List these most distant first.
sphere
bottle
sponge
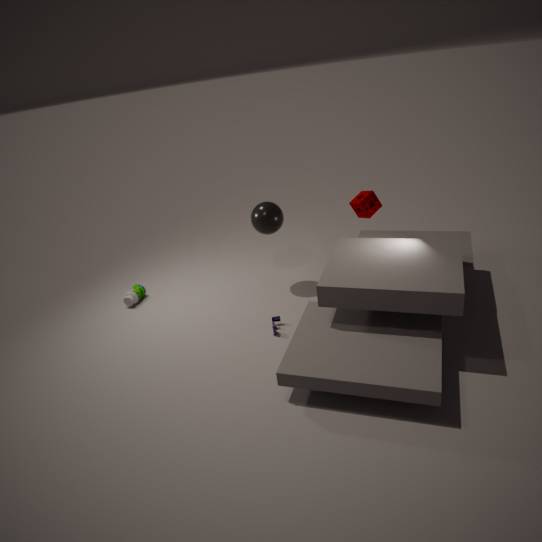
1. bottle
2. sphere
3. sponge
